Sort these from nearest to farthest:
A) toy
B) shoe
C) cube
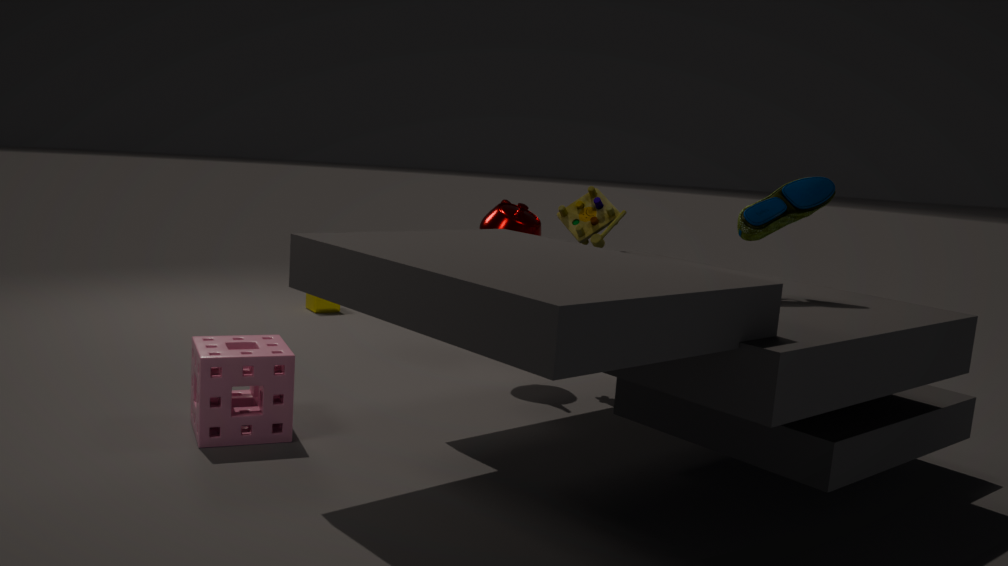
1. shoe
2. toy
3. cube
